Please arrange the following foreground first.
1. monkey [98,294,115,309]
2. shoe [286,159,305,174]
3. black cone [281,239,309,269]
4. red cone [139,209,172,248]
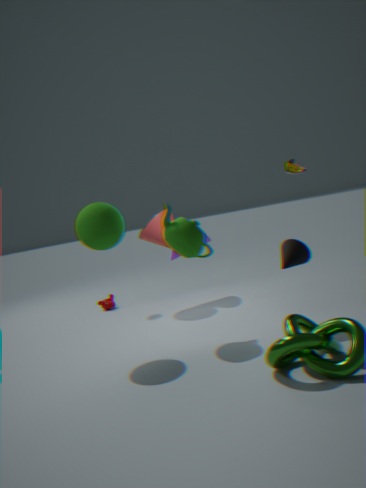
black cone [281,239,309,269], shoe [286,159,305,174], red cone [139,209,172,248], monkey [98,294,115,309]
